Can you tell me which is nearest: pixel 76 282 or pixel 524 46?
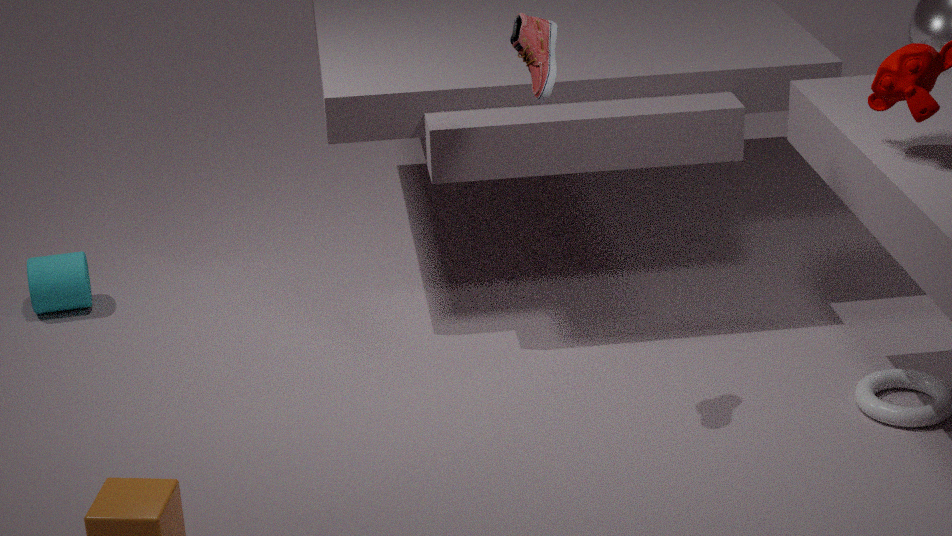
pixel 524 46
